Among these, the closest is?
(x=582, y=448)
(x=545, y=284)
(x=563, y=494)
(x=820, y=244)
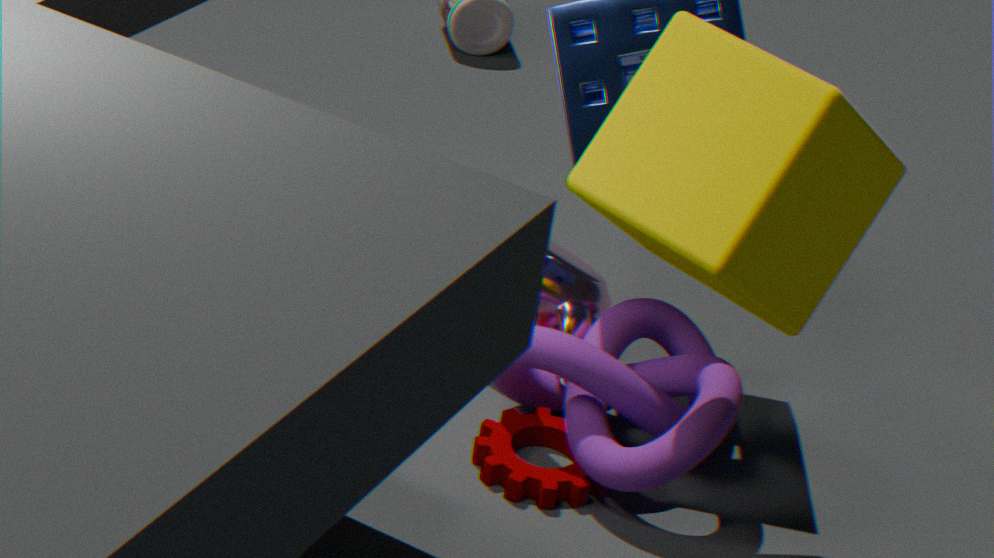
(x=820, y=244)
